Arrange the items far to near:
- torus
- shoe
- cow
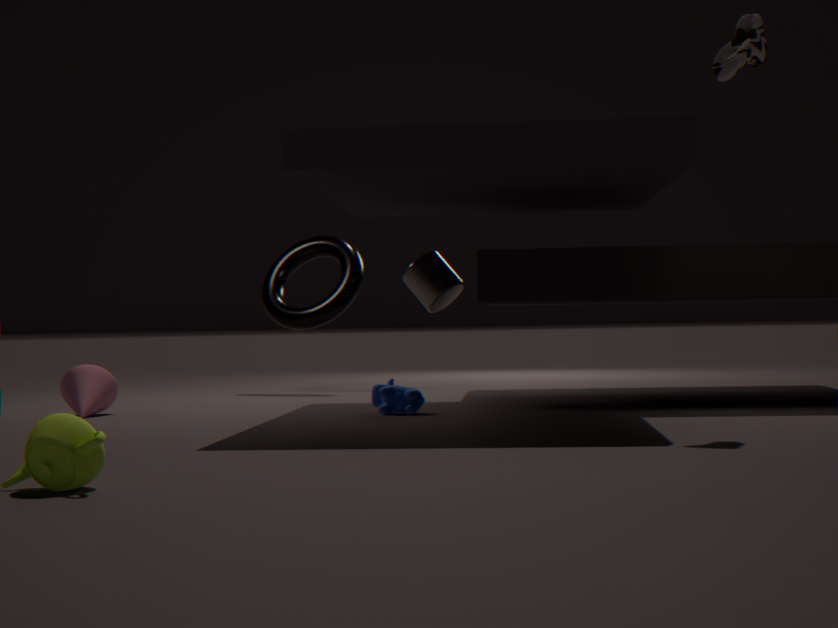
1. torus
2. cow
3. shoe
